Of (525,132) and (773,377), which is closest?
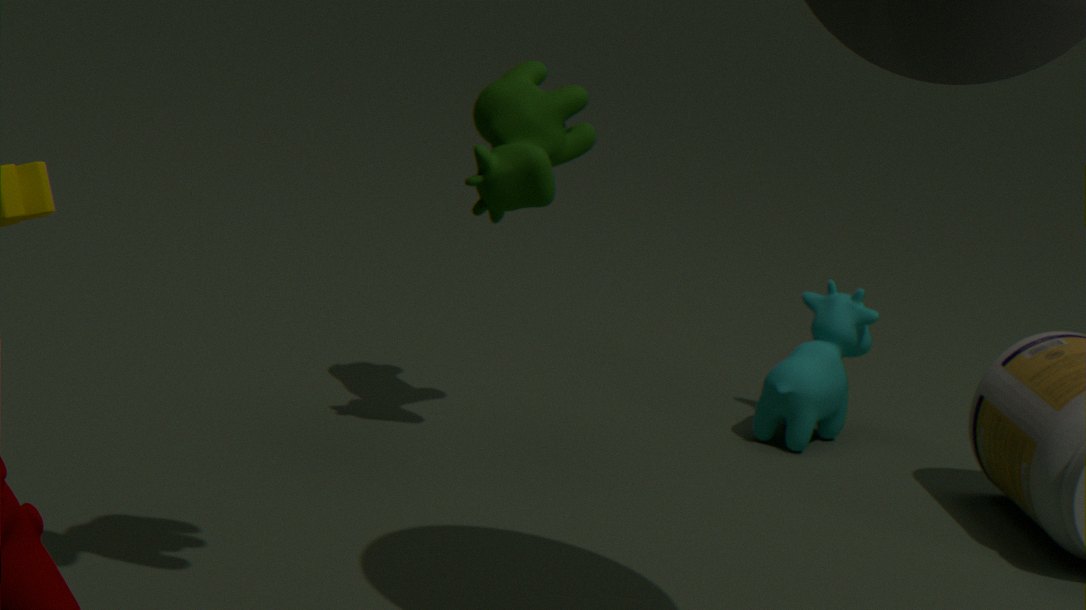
(525,132)
